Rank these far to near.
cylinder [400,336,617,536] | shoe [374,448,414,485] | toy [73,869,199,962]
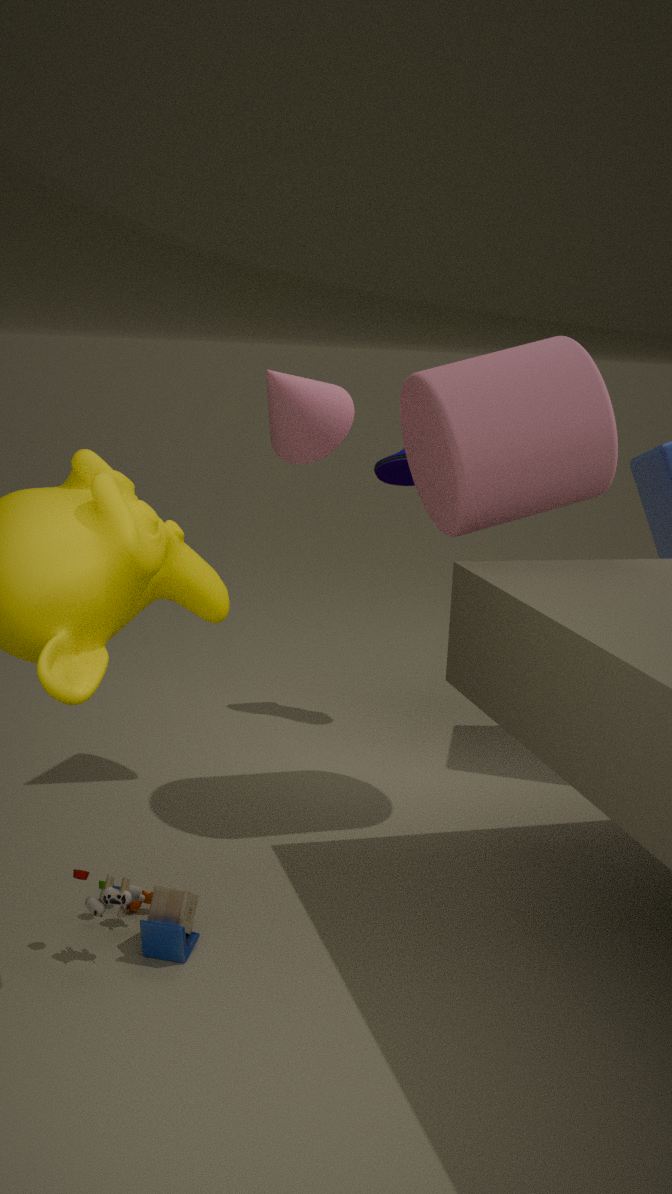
shoe [374,448,414,485], cylinder [400,336,617,536], toy [73,869,199,962]
